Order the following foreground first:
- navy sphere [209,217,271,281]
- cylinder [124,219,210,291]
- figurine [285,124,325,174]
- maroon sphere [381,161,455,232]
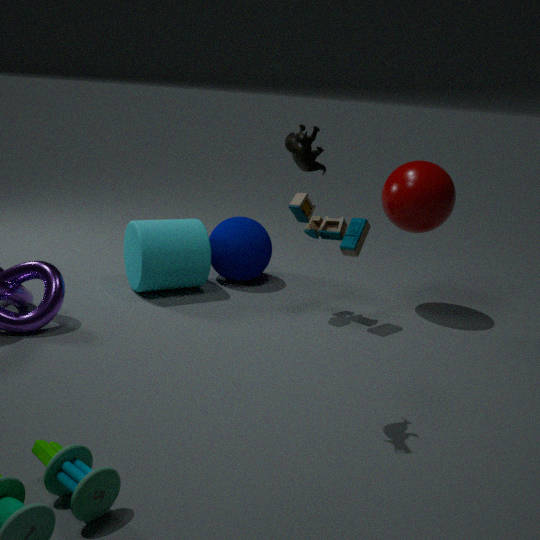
figurine [285,124,325,174]
maroon sphere [381,161,455,232]
cylinder [124,219,210,291]
navy sphere [209,217,271,281]
